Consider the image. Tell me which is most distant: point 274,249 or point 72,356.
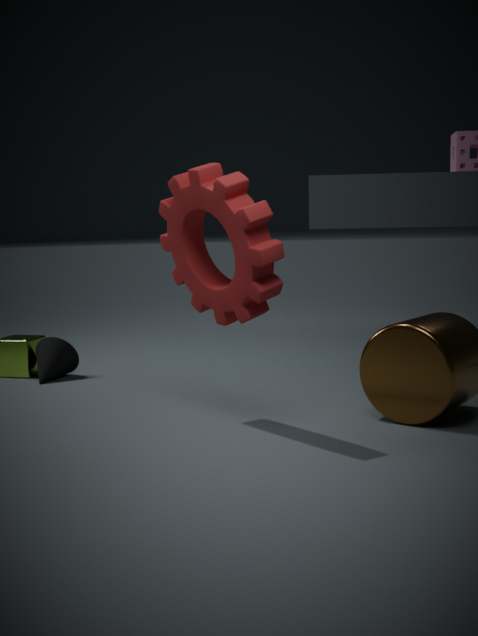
point 72,356
